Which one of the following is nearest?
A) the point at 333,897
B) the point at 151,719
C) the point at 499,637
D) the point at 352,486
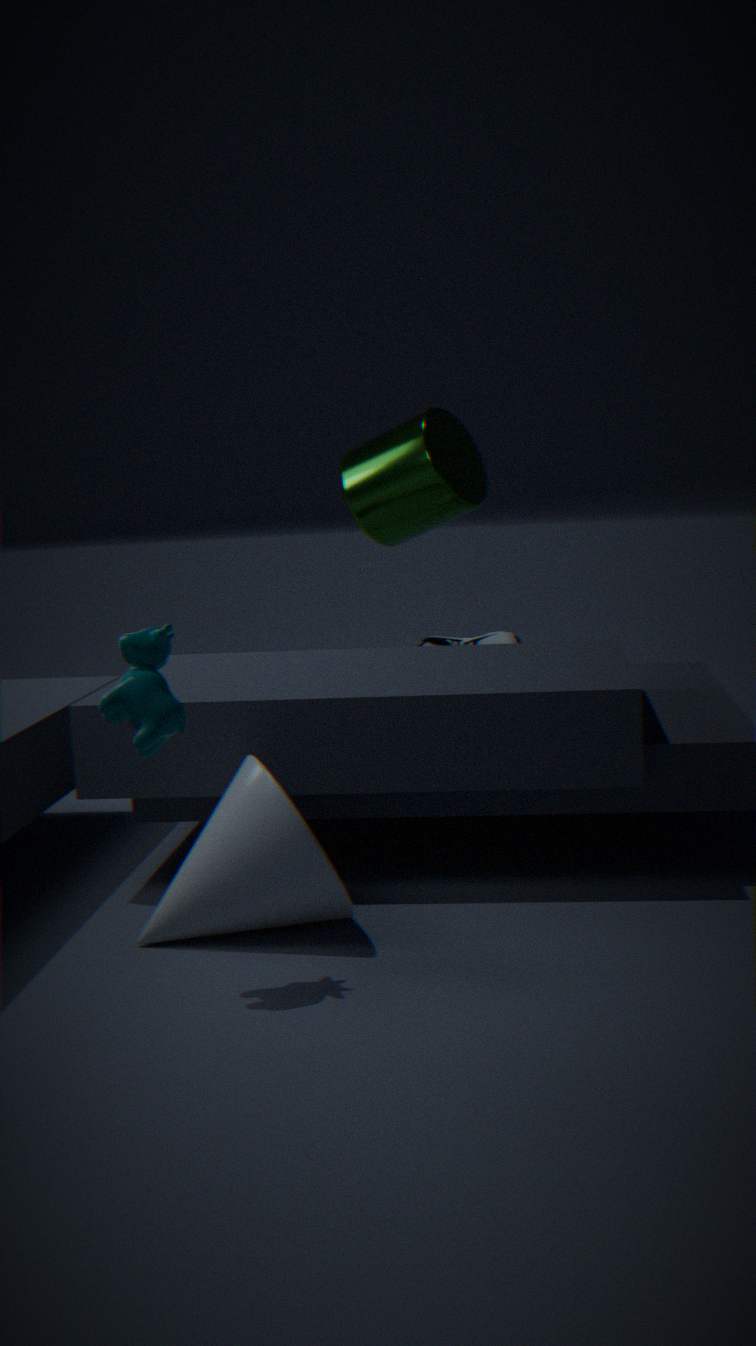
the point at 151,719
